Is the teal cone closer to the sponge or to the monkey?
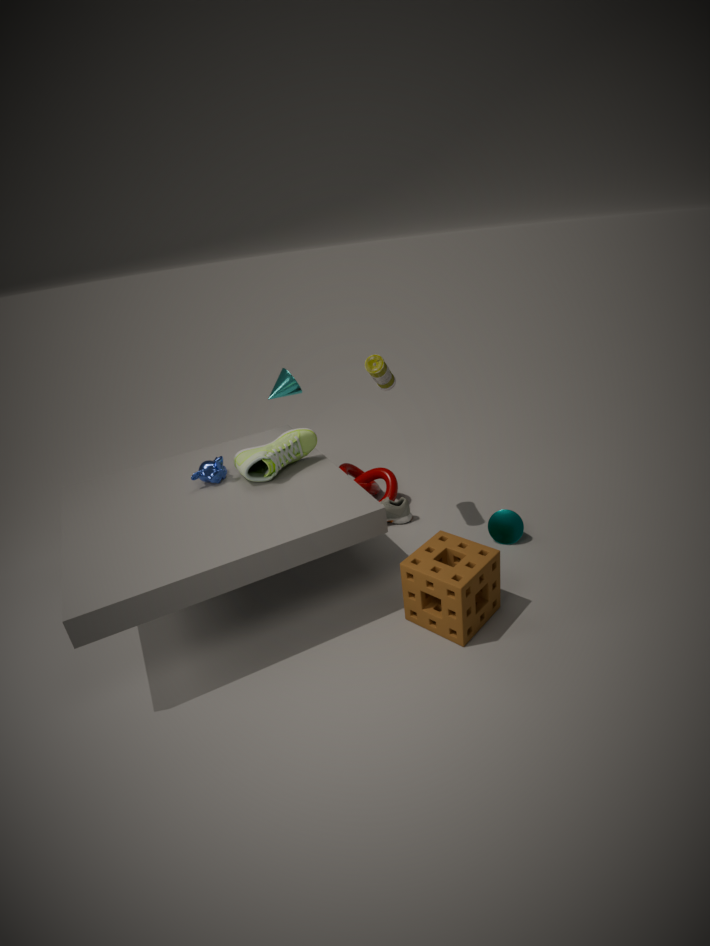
the sponge
